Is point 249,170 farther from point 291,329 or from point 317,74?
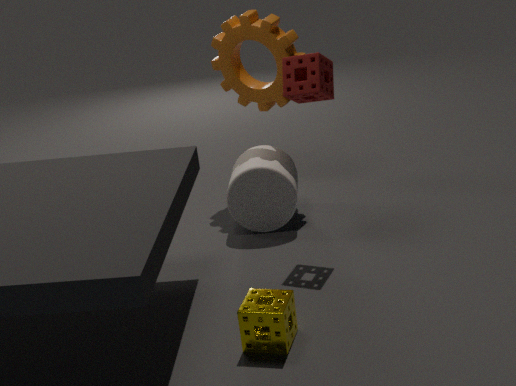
point 291,329
